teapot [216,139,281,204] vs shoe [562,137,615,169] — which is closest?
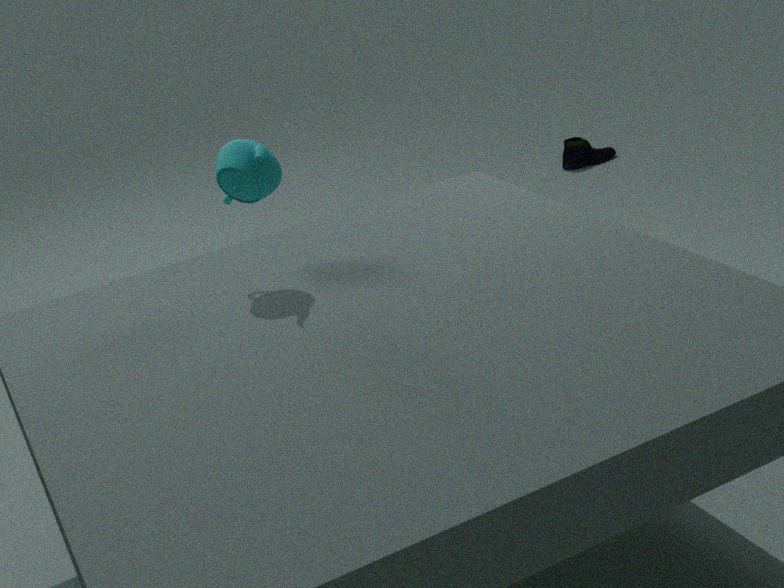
teapot [216,139,281,204]
